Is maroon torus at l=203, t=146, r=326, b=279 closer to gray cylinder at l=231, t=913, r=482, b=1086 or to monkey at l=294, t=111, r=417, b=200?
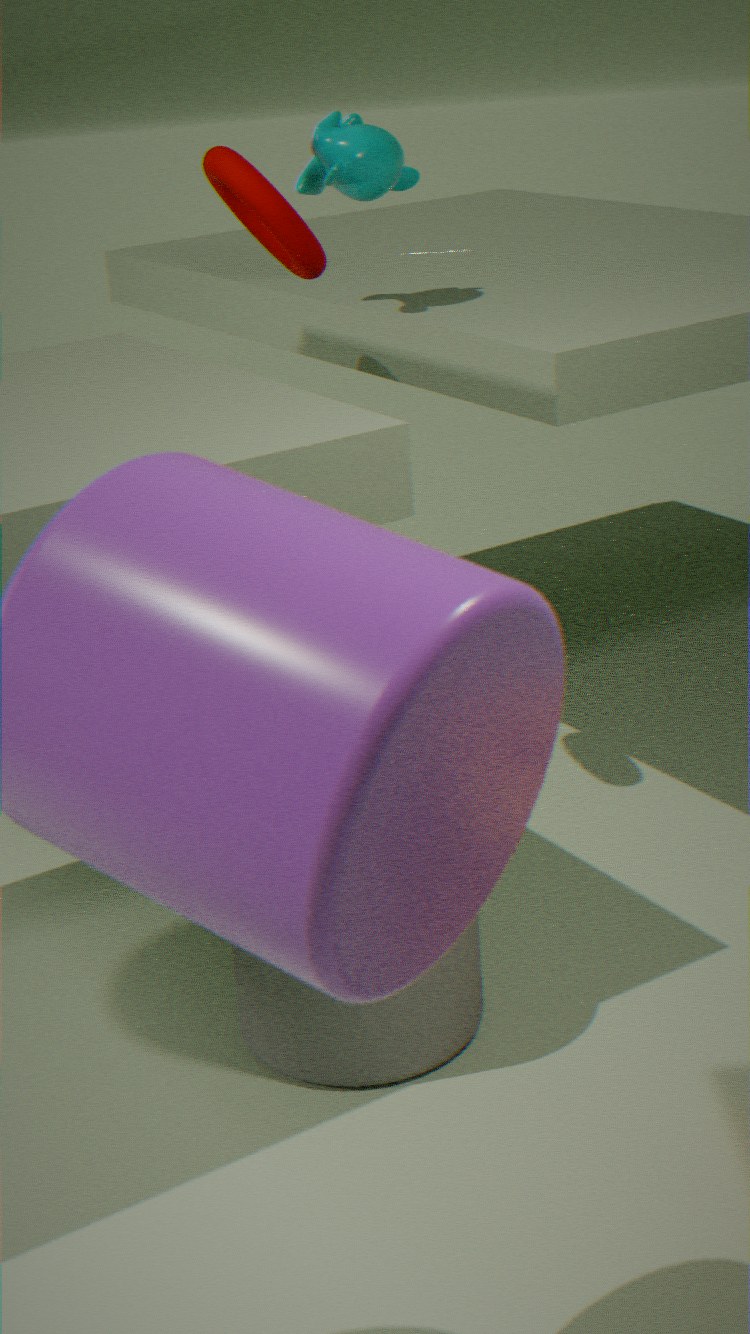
monkey at l=294, t=111, r=417, b=200
